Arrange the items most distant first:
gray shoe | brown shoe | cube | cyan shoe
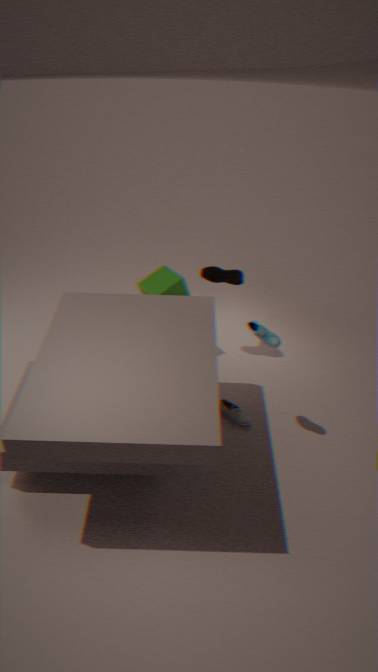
brown shoe < cube < gray shoe < cyan shoe
